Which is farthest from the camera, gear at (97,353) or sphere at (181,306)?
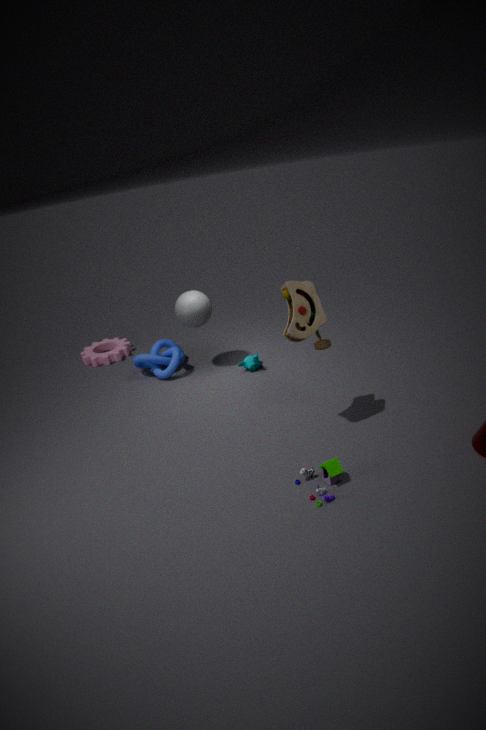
gear at (97,353)
